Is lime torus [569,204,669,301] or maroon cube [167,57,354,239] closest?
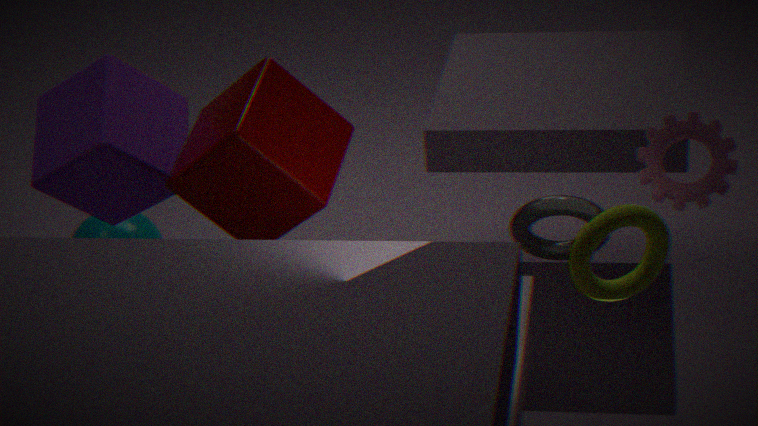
lime torus [569,204,669,301]
